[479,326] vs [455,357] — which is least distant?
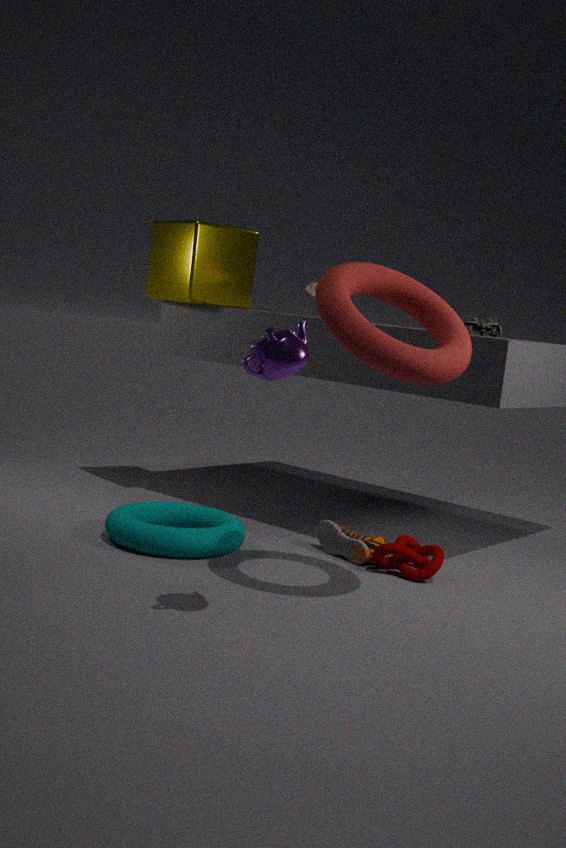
[455,357]
